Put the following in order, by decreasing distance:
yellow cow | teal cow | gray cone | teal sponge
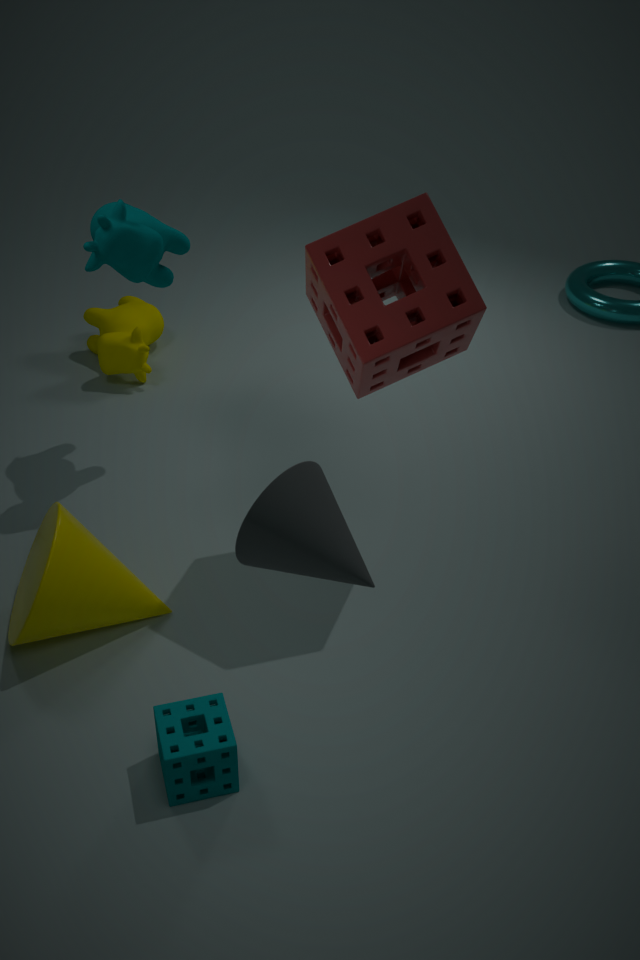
yellow cow → teal cow → teal sponge → gray cone
